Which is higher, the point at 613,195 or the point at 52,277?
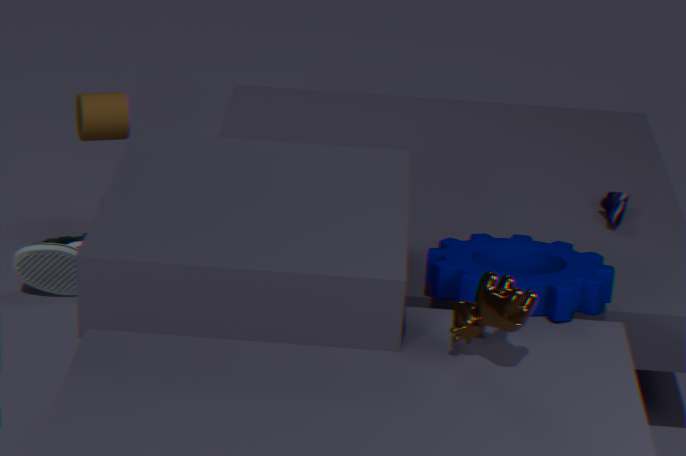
→ the point at 613,195
